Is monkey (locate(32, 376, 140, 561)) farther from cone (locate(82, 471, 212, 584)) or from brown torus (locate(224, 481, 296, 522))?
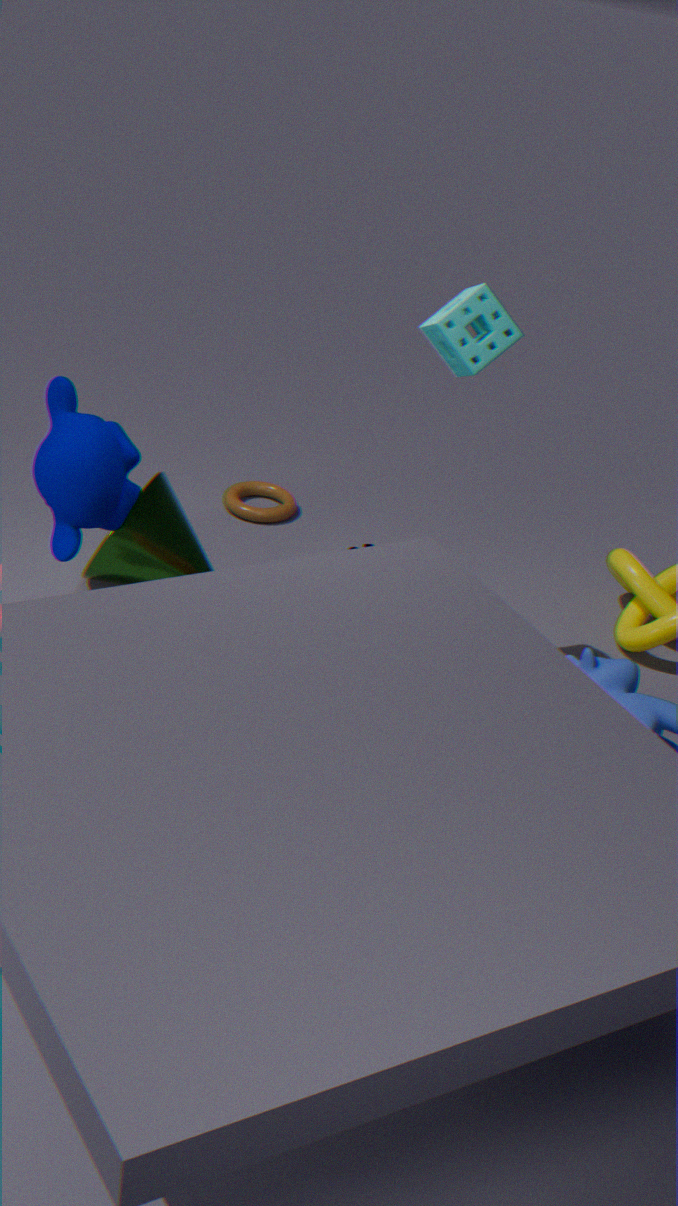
brown torus (locate(224, 481, 296, 522))
